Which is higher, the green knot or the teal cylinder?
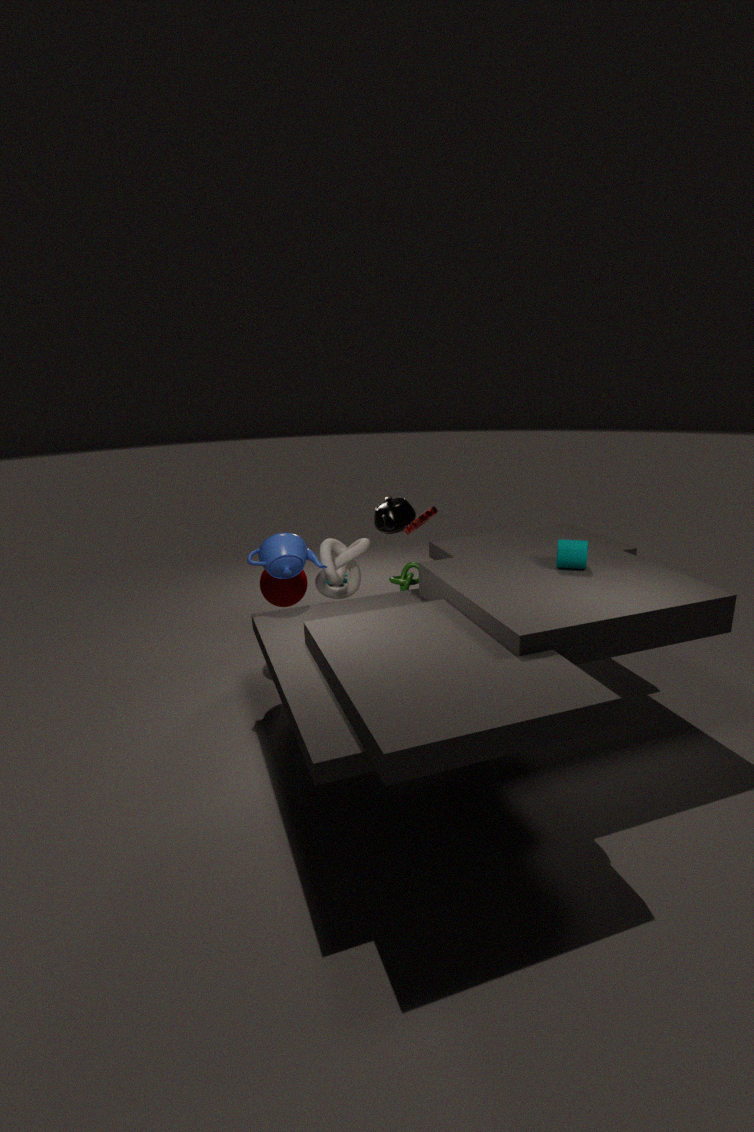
the teal cylinder
